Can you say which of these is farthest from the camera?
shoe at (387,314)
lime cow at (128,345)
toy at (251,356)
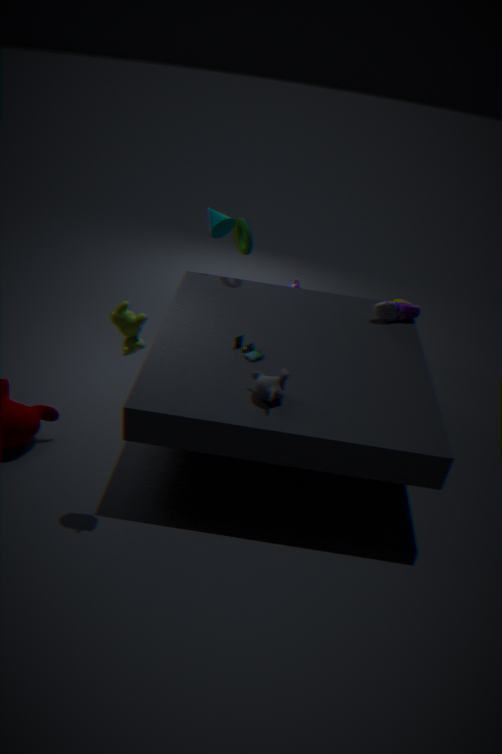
shoe at (387,314)
